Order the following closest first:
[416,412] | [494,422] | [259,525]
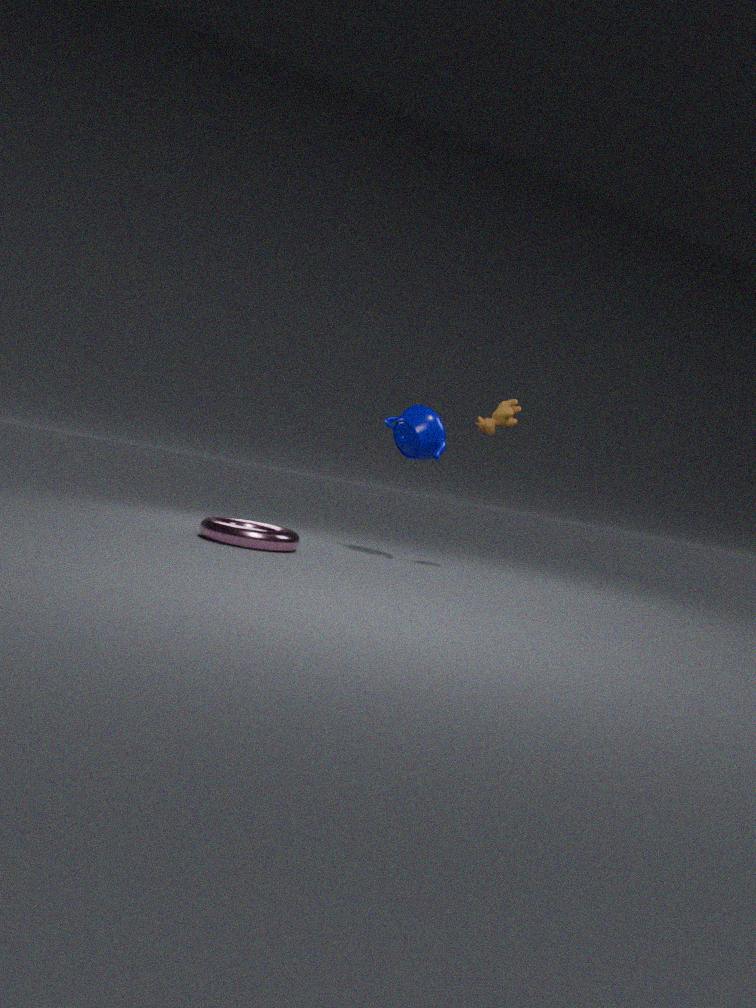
[494,422], [259,525], [416,412]
